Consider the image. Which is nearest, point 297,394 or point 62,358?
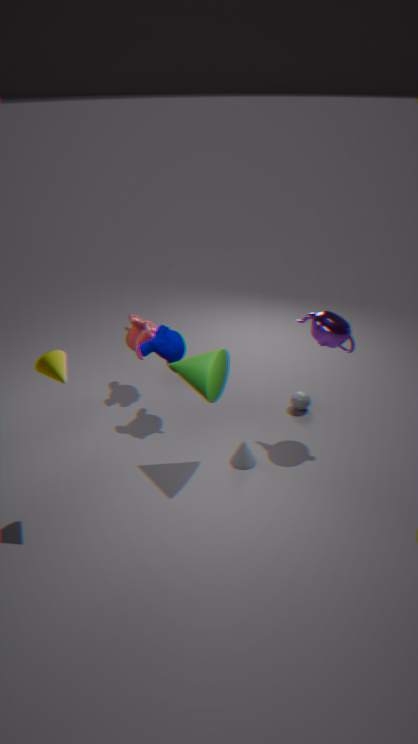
point 62,358
